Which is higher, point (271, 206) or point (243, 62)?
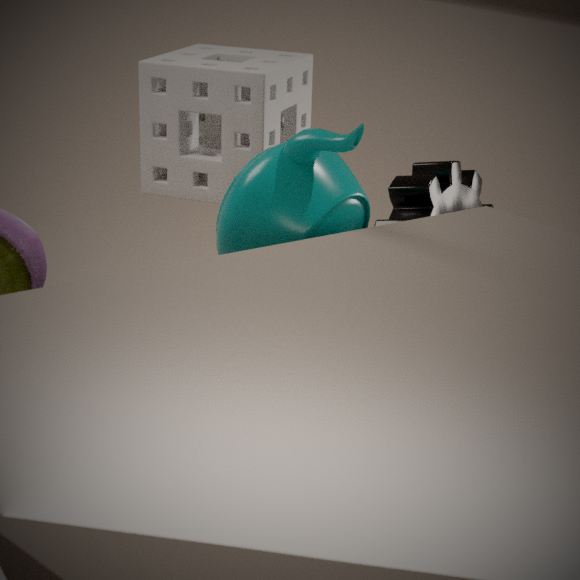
point (243, 62)
